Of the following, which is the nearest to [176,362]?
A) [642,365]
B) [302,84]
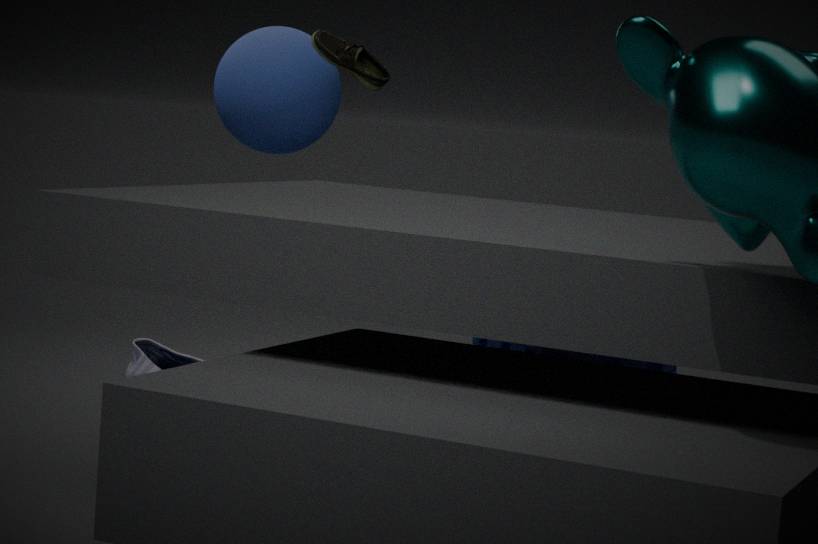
[302,84]
